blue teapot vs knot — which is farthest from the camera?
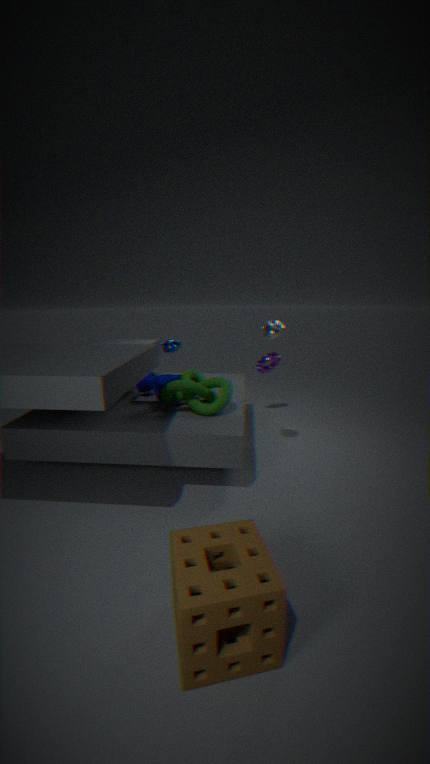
A: blue teapot
